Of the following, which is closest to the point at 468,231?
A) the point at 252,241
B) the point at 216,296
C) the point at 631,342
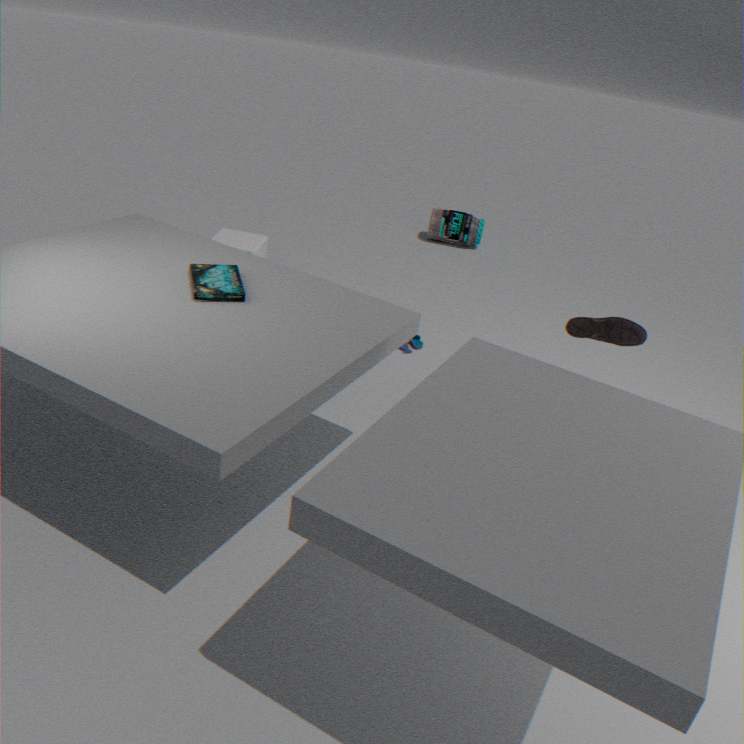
the point at 252,241
